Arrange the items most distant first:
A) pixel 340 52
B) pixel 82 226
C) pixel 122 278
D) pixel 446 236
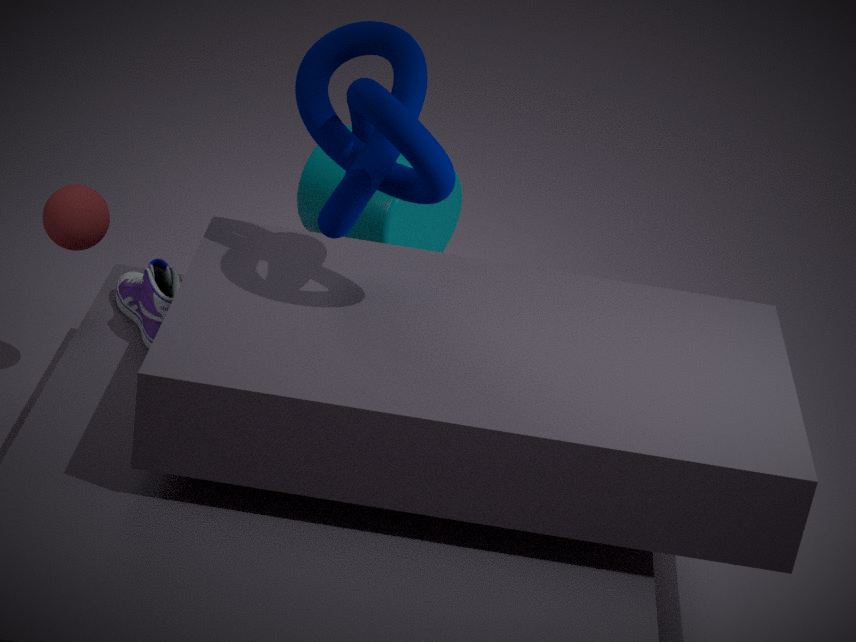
pixel 446 236 → pixel 122 278 → pixel 82 226 → pixel 340 52
